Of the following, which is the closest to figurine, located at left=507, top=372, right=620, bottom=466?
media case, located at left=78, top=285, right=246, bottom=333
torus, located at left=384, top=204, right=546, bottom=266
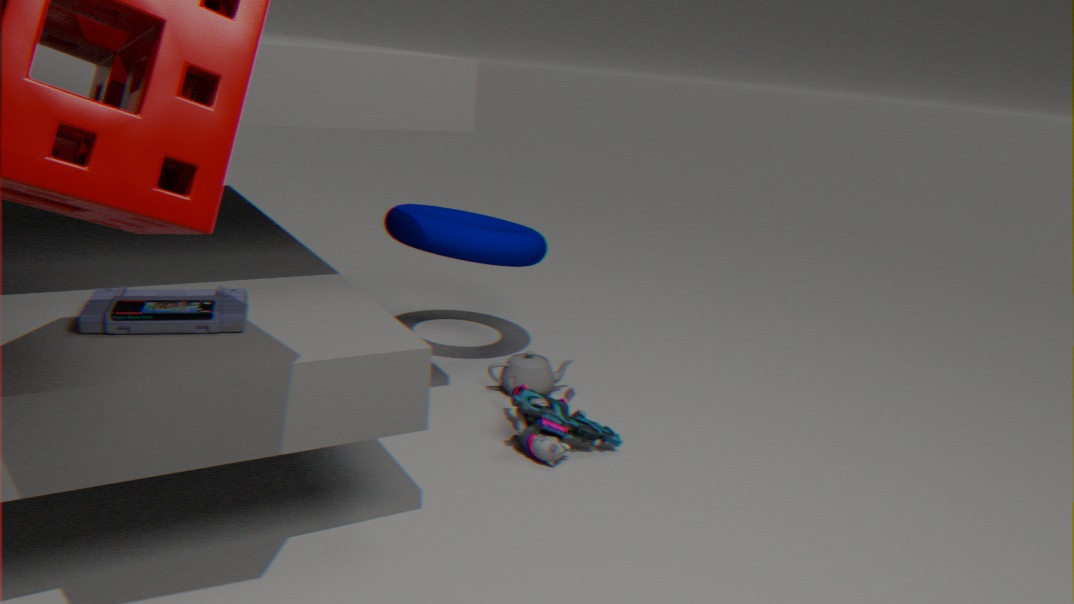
torus, located at left=384, top=204, right=546, bottom=266
